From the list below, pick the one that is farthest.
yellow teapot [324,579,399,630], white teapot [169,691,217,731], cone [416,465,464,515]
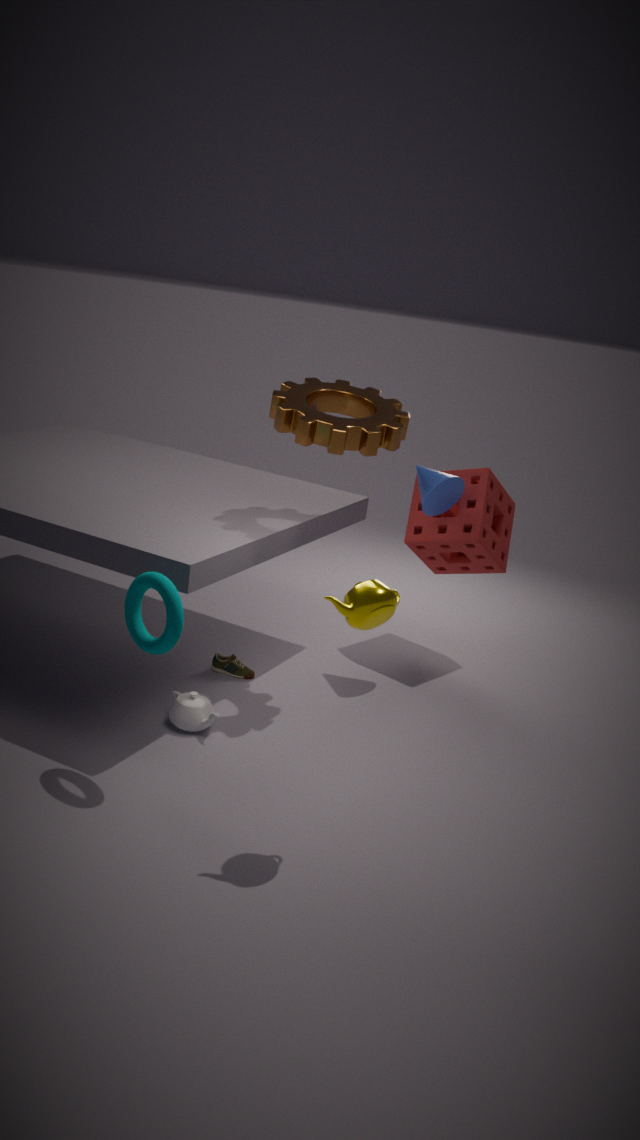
cone [416,465,464,515]
